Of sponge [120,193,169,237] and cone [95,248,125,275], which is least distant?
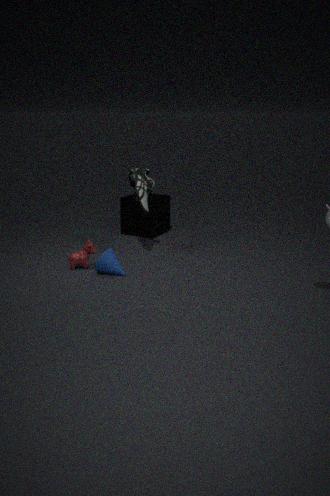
cone [95,248,125,275]
